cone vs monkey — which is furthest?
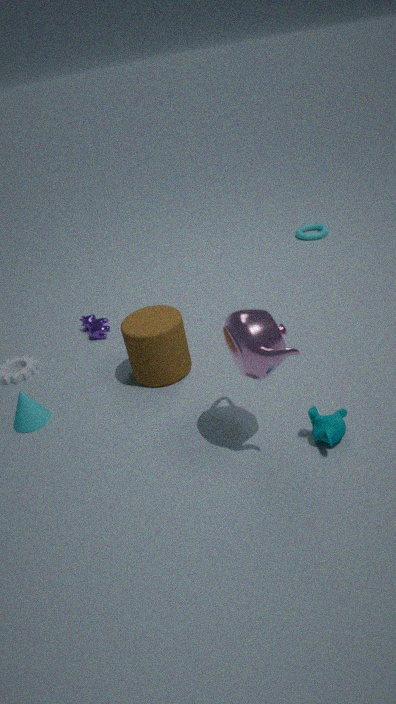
cone
